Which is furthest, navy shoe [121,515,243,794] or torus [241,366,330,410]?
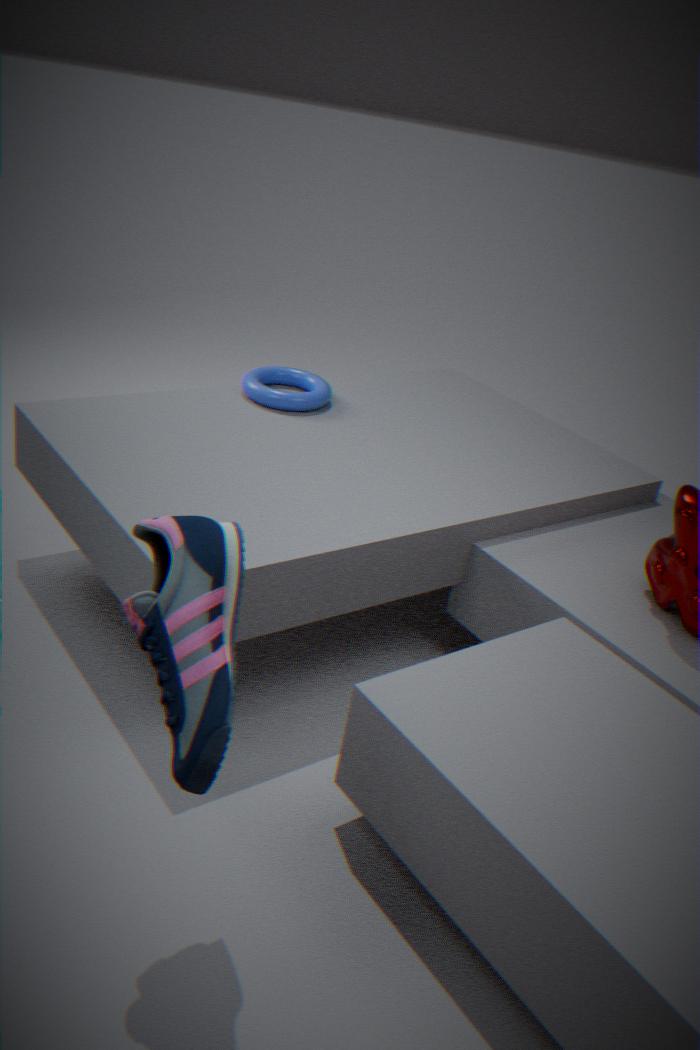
torus [241,366,330,410]
